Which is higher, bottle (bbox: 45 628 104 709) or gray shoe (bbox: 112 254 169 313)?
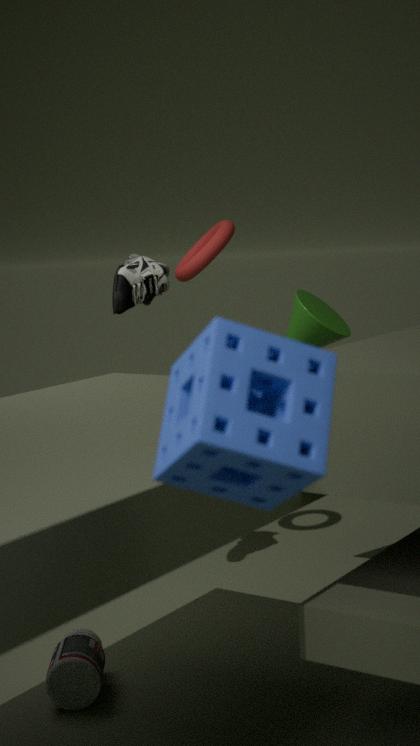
gray shoe (bbox: 112 254 169 313)
